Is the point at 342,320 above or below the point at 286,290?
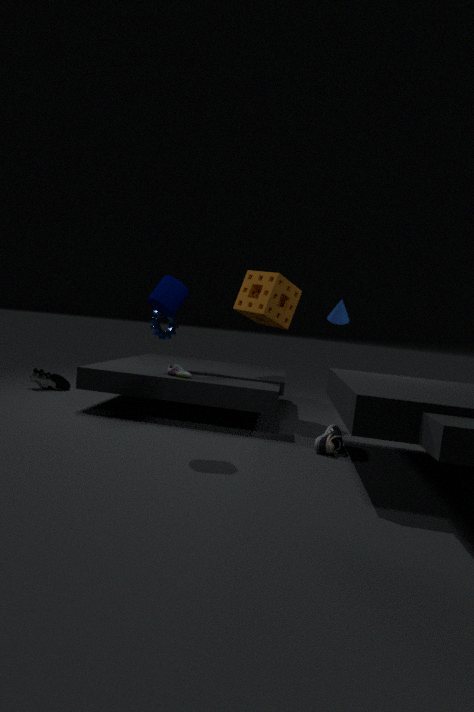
below
